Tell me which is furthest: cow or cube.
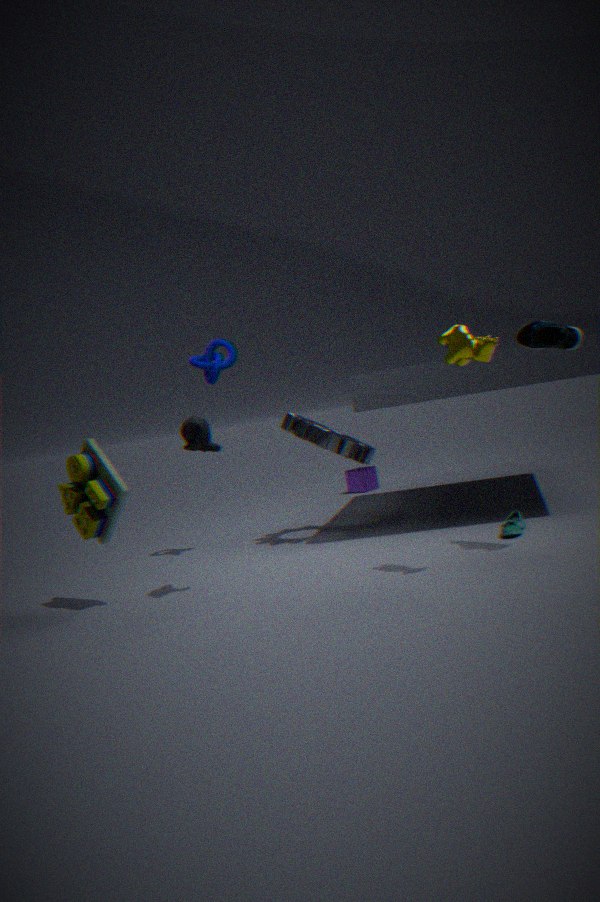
cube
